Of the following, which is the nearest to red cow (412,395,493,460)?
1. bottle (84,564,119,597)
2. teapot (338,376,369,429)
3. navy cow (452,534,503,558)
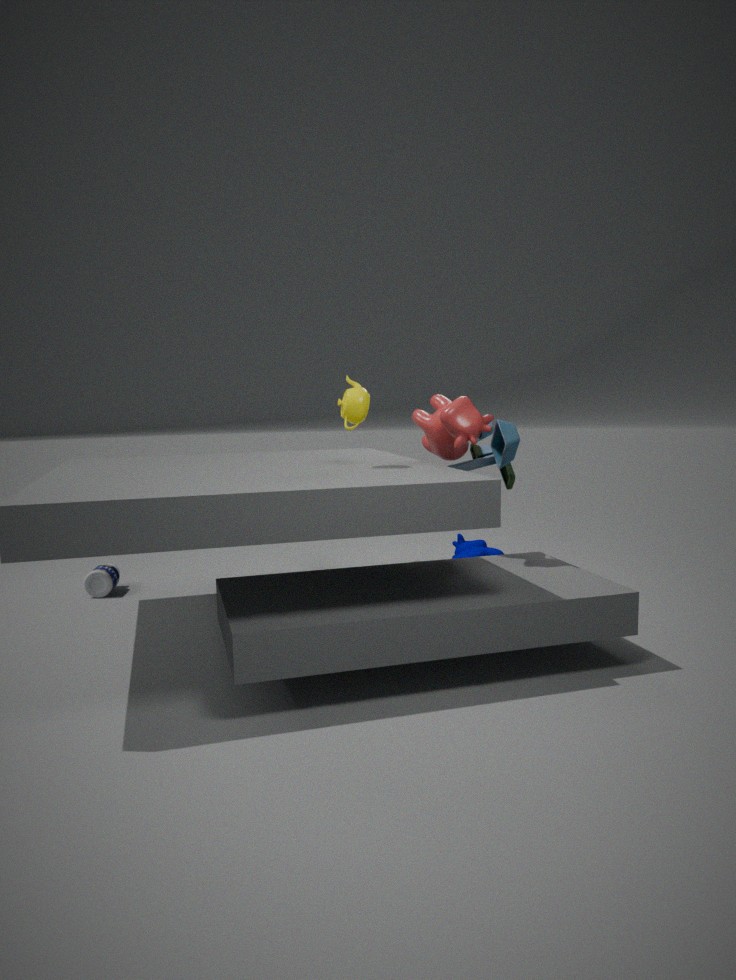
teapot (338,376,369,429)
